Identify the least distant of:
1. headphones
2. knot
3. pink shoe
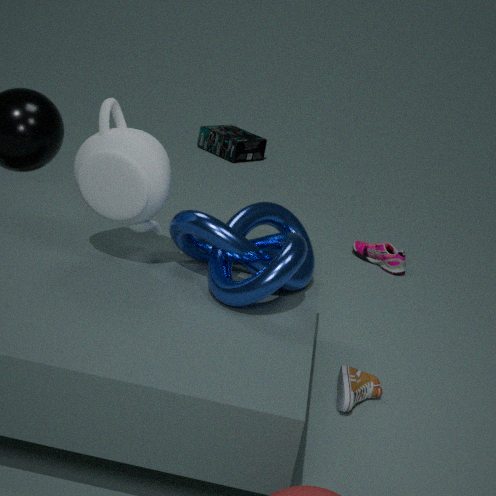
knot
